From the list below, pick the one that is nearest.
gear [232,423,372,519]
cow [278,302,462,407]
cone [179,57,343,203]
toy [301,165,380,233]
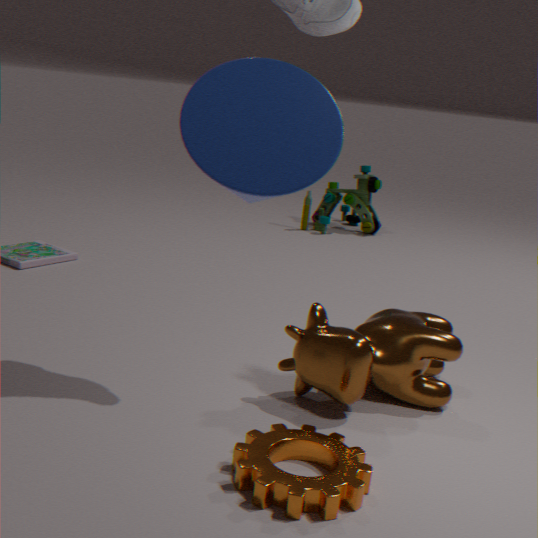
cone [179,57,343,203]
